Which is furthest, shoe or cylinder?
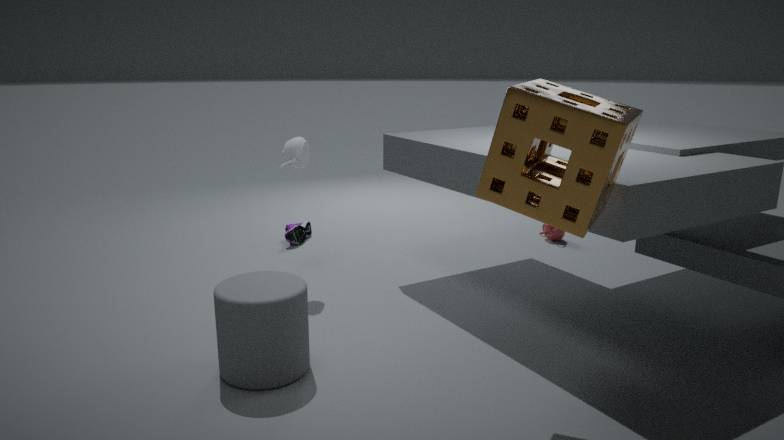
shoe
